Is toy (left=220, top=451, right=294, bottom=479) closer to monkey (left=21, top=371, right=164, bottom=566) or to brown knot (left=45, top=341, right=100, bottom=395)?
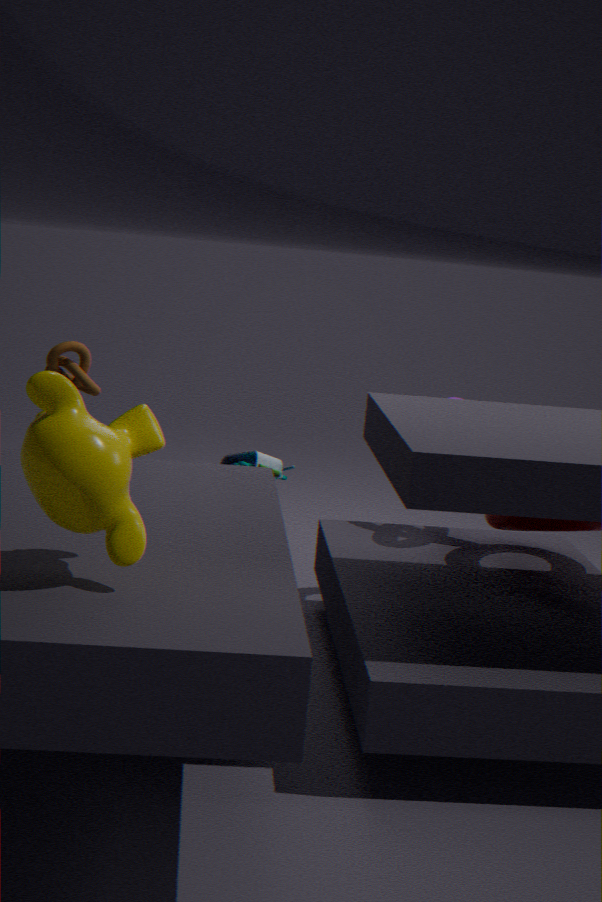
brown knot (left=45, top=341, right=100, bottom=395)
